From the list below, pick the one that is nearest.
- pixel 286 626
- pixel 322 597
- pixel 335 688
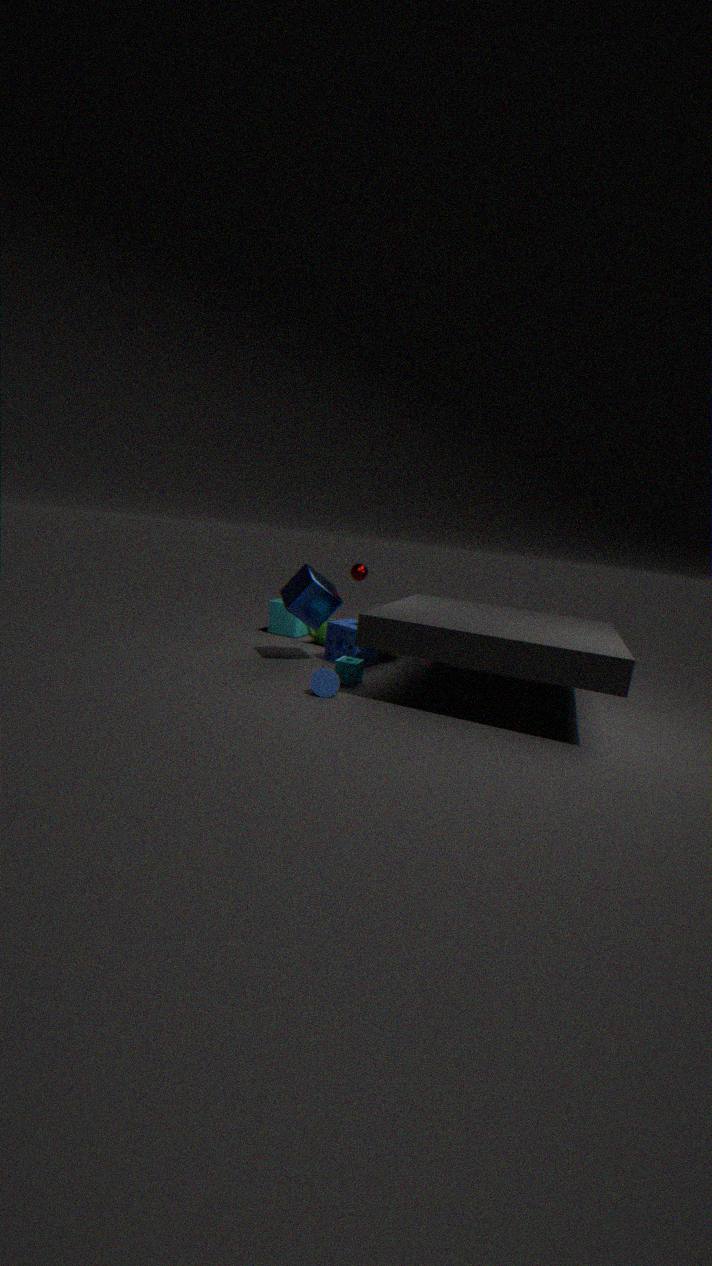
pixel 335 688
